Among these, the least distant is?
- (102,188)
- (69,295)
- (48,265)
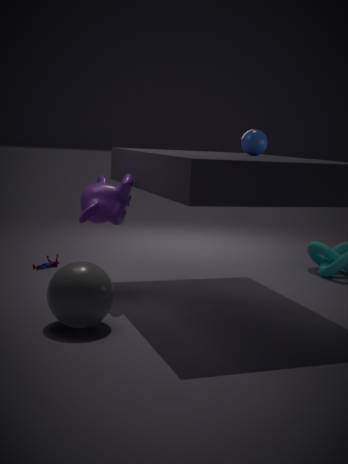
(69,295)
